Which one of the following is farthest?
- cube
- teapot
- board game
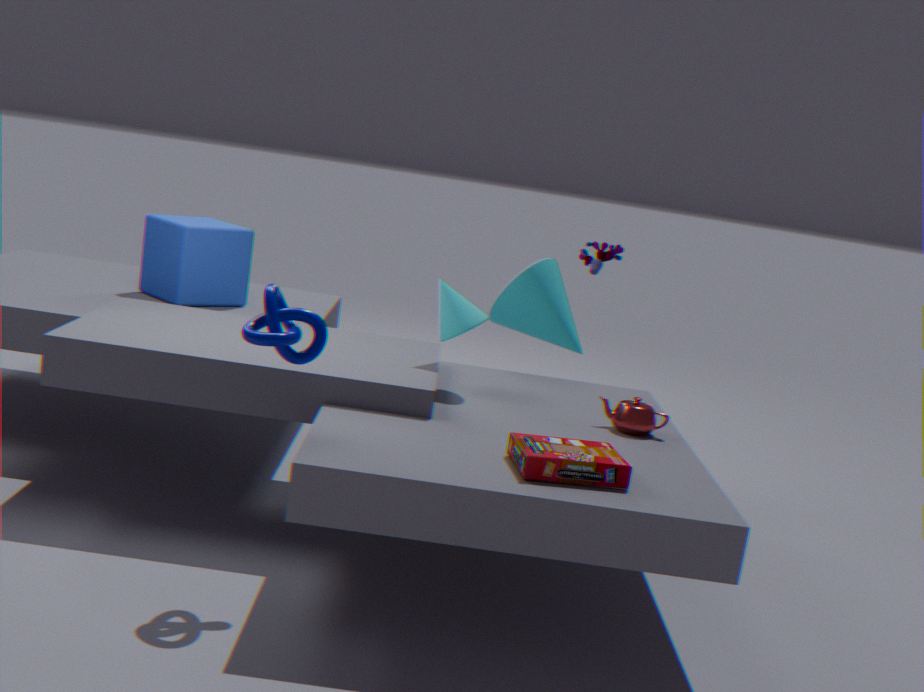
cube
